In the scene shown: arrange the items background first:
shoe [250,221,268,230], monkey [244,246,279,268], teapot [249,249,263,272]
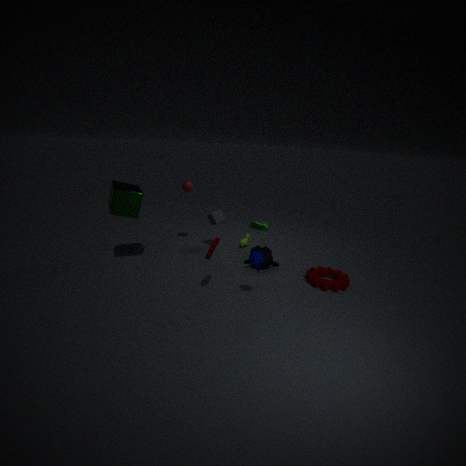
shoe [250,221,268,230]
monkey [244,246,279,268]
teapot [249,249,263,272]
